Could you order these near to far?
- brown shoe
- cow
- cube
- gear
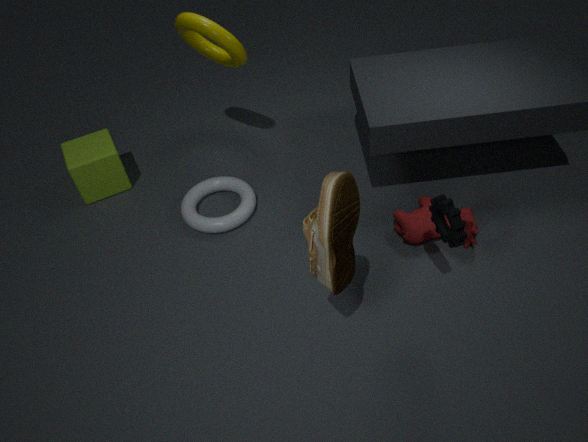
brown shoe < gear < cow < cube
